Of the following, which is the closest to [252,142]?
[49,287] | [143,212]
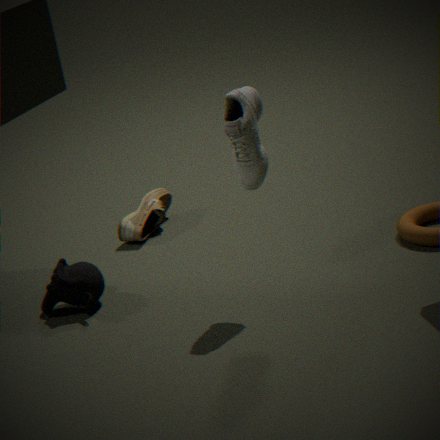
[49,287]
